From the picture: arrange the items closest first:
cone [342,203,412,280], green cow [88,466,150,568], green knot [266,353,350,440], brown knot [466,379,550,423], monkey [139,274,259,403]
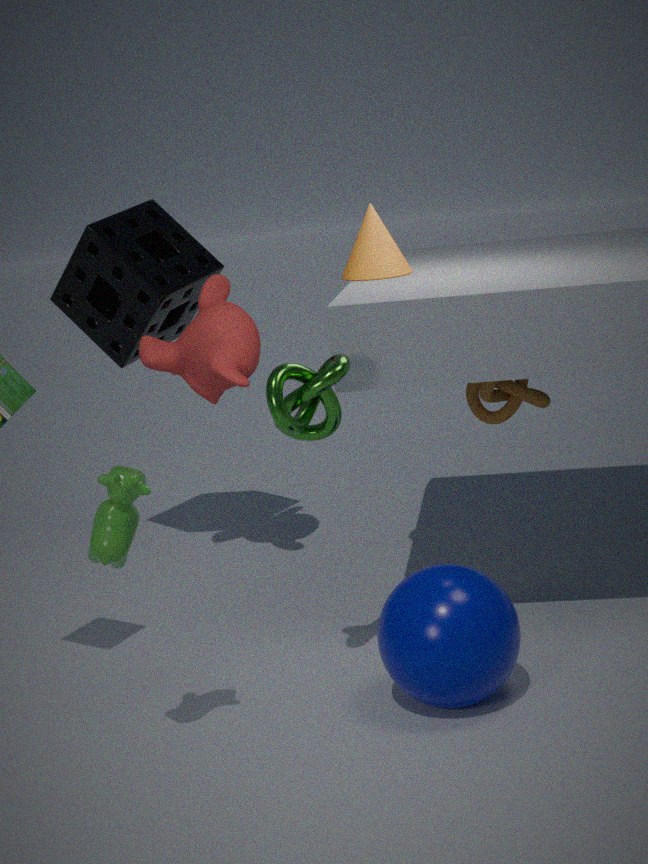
green cow [88,466,150,568], green knot [266,353,350,440], cone [342,203,412,280], brown knot [466,379,550,423], monkey [139,274,259,403]
